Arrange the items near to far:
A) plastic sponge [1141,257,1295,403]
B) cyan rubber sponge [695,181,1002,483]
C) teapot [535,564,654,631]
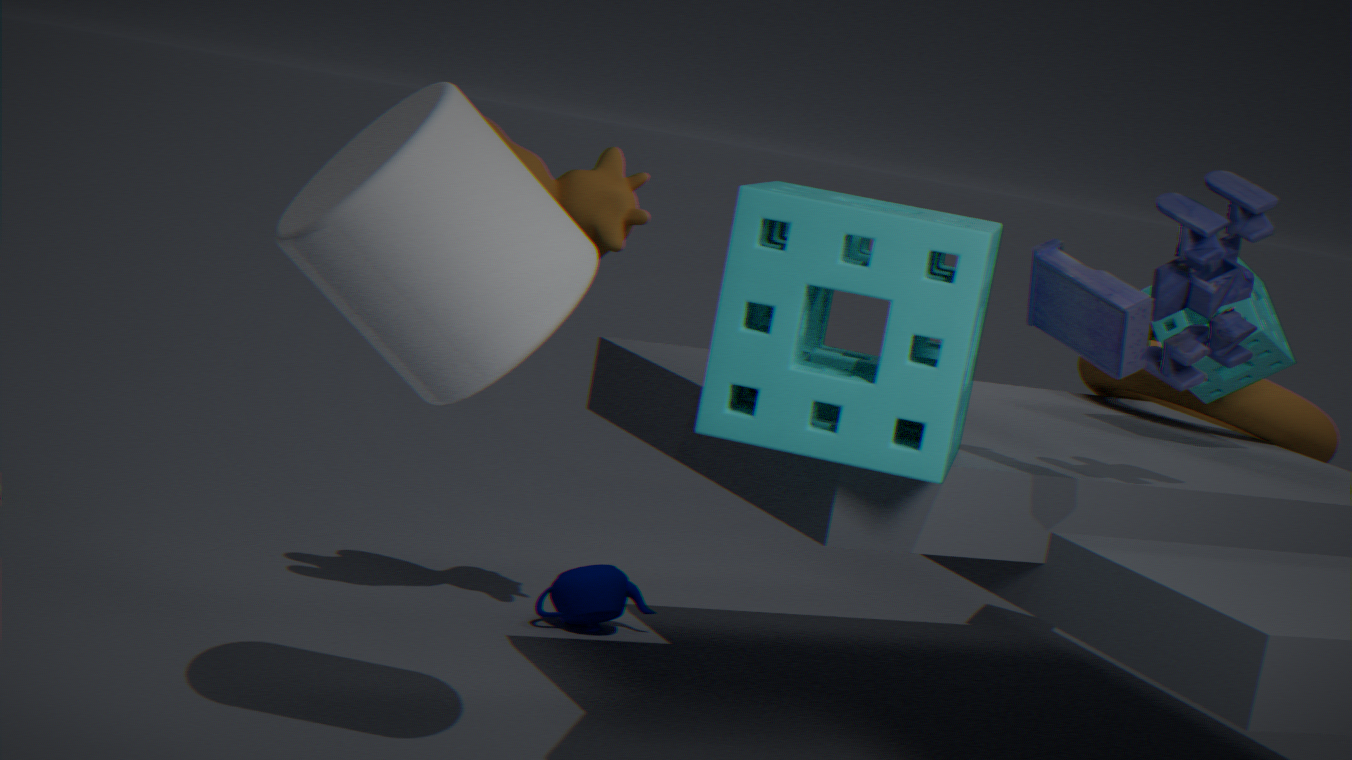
B. cyan rubber sponge [695,181,1002,483] < A. plastic sponge [1141,257,1295,403] < C. teapot [535,564,654,631]
